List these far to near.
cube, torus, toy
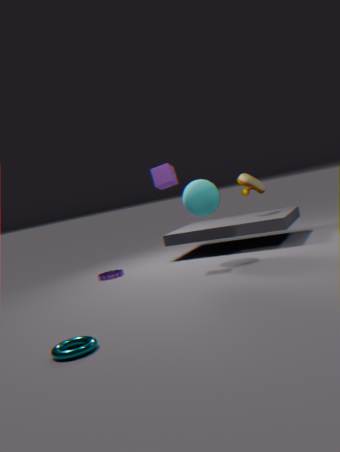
1. toy
2. cube
3. torus
